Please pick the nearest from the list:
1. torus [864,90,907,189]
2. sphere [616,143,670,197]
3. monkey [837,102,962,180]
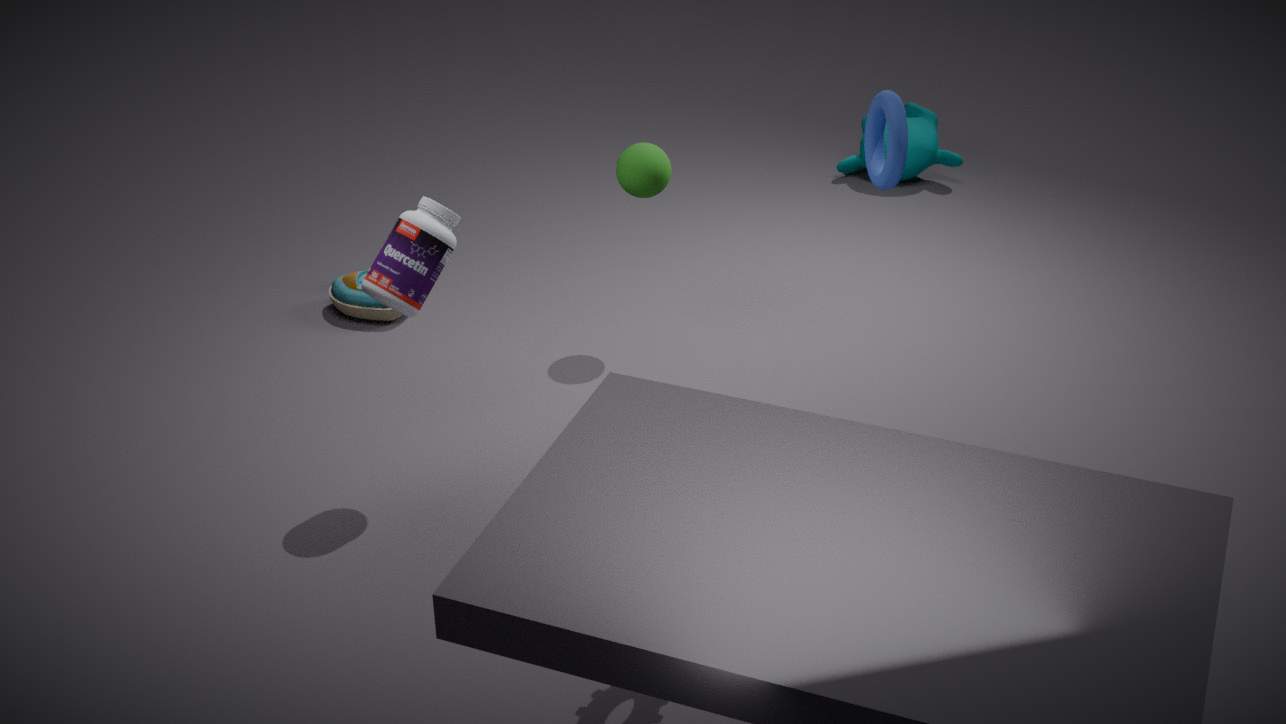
torus [864,90,907,189]
